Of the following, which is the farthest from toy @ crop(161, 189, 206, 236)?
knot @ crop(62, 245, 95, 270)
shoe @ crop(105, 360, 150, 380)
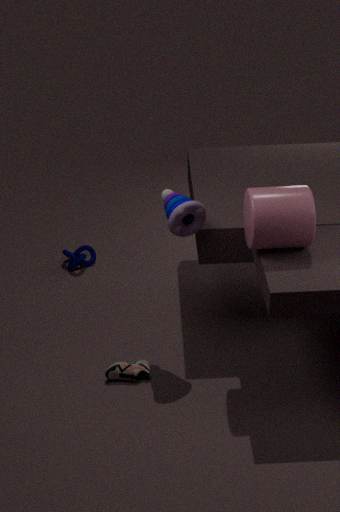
knot @ crop(62, 245, 95, 270)
